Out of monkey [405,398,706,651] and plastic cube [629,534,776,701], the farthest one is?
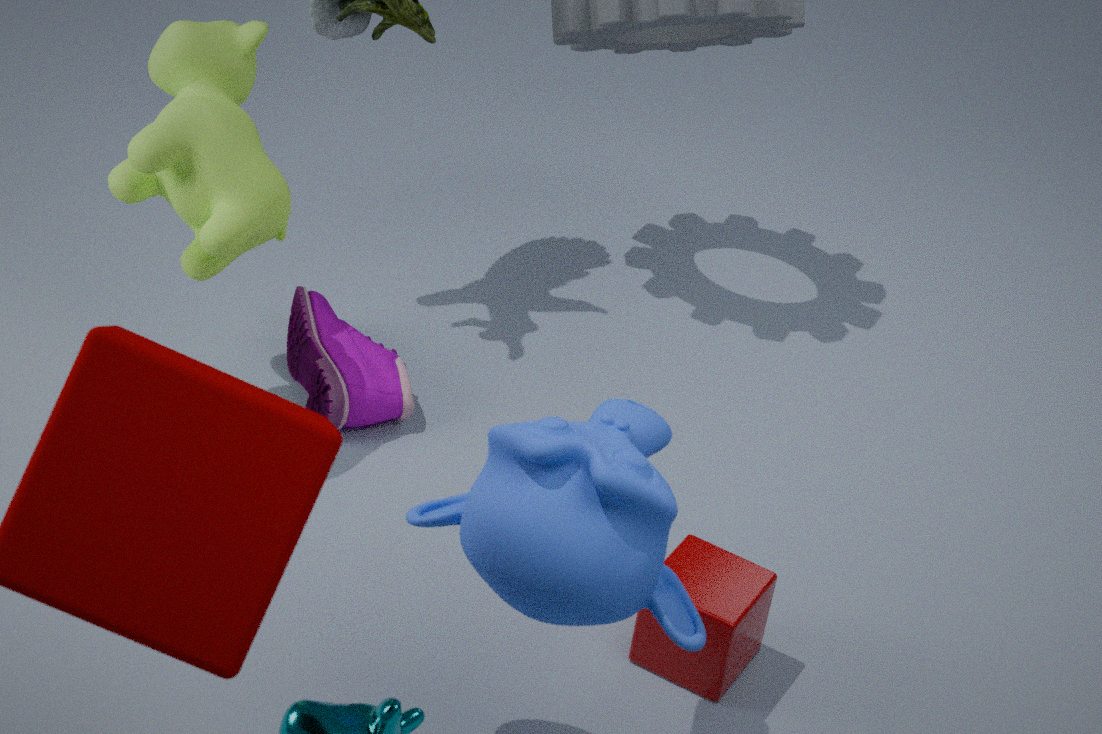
plastic cube [629,534,776,701]
